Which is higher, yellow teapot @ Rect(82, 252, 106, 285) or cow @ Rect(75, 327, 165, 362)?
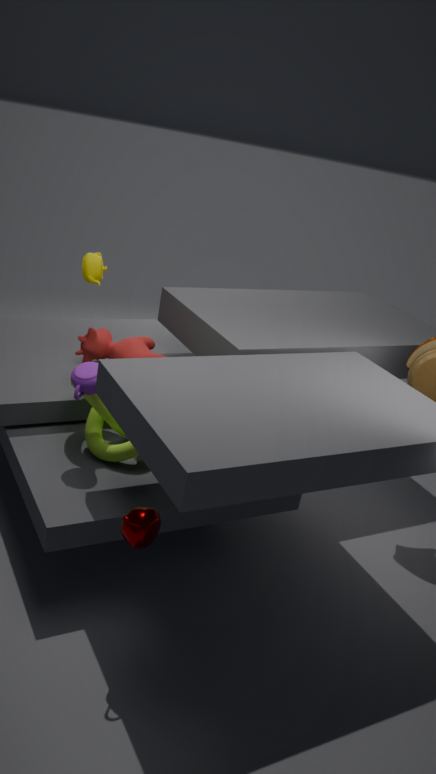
yellow teapot @ Rect(82, 252, 106, 285)
